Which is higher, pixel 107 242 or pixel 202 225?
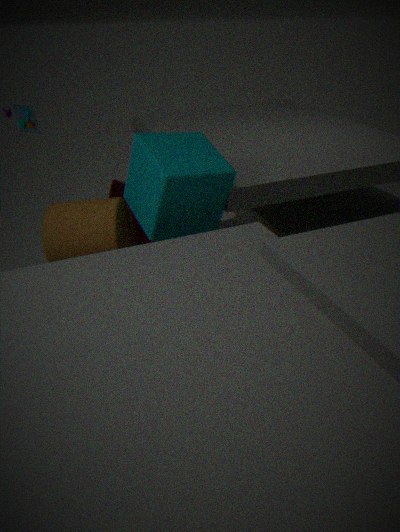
pixel 202 225
